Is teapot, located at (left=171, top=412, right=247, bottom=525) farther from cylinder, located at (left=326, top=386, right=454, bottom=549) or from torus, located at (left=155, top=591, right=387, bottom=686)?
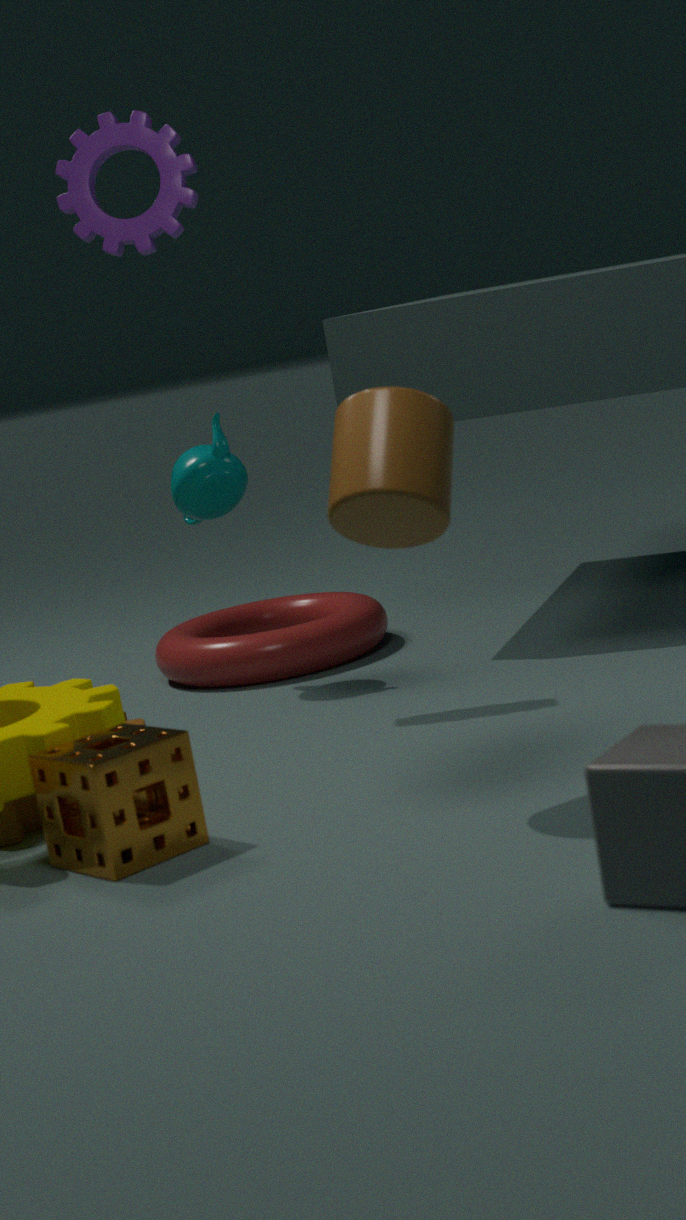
cylinder, located at (left=326, top=386, right=454, bottom=549)
